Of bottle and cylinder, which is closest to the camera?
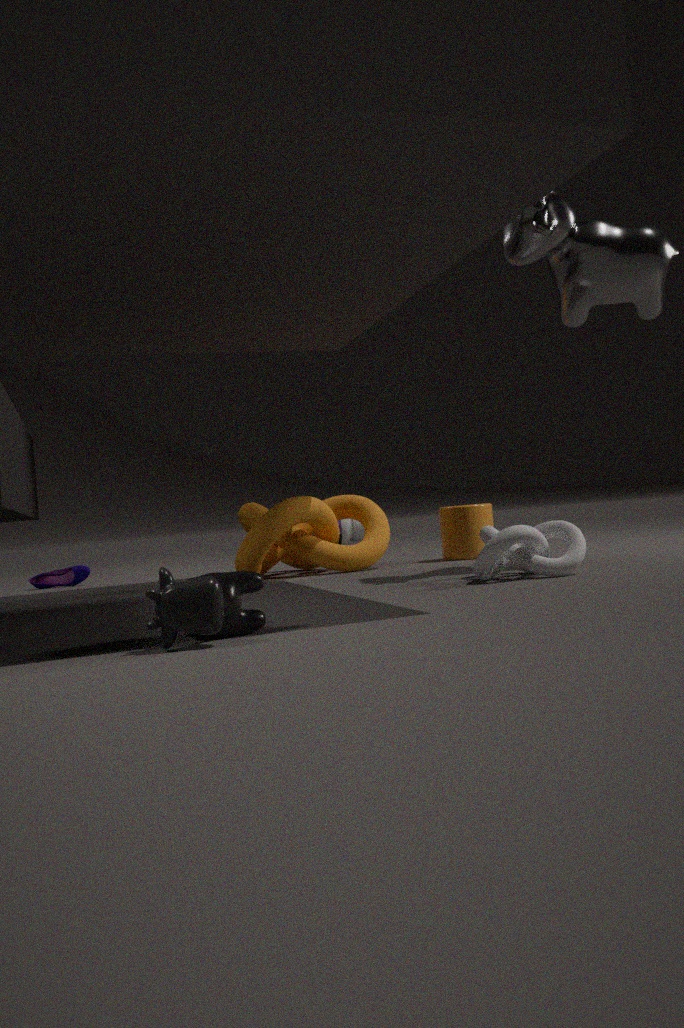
cylinder
